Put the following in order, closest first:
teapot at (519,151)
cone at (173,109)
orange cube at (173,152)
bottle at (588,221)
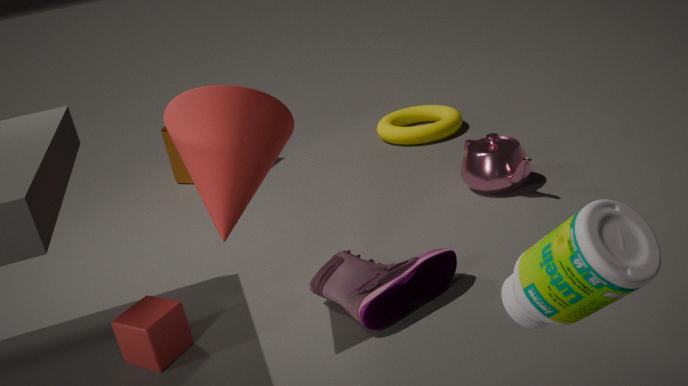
bottle at (588,221) → cone at (173,109) → teapot at (519,151) → orange cube at (173,152)
